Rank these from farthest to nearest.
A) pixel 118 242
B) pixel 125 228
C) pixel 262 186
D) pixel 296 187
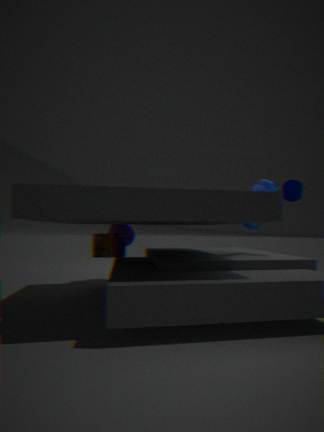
pixel 125 228
pixel 118 242
pixel 296 187
pixel 262 186
